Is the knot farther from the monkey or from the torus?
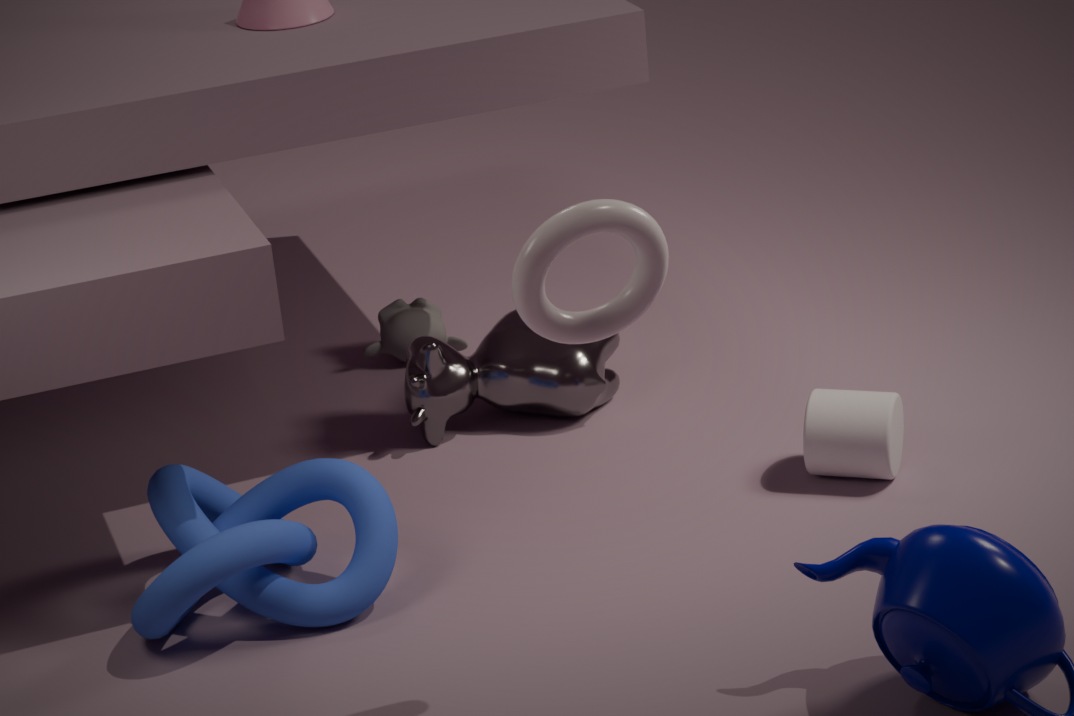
the monkey
